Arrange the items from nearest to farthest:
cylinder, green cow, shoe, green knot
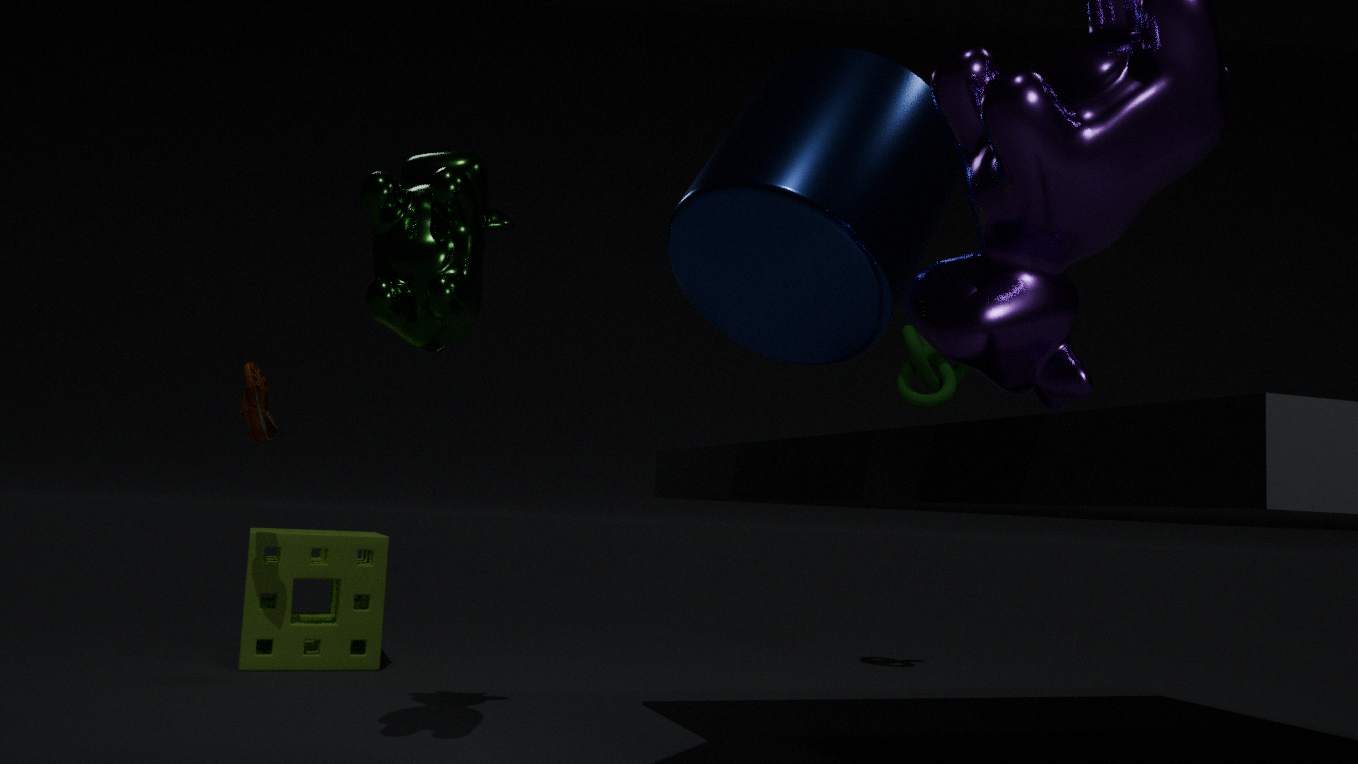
cylinder, green cow, shoe, green knot
